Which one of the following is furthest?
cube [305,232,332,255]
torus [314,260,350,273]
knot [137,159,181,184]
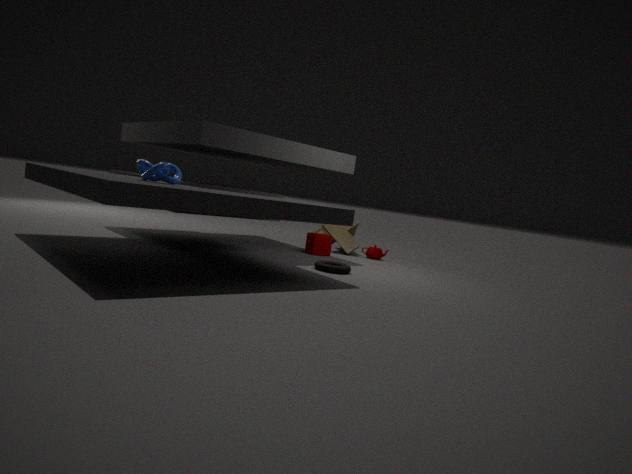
cube [305,232,332,255]
